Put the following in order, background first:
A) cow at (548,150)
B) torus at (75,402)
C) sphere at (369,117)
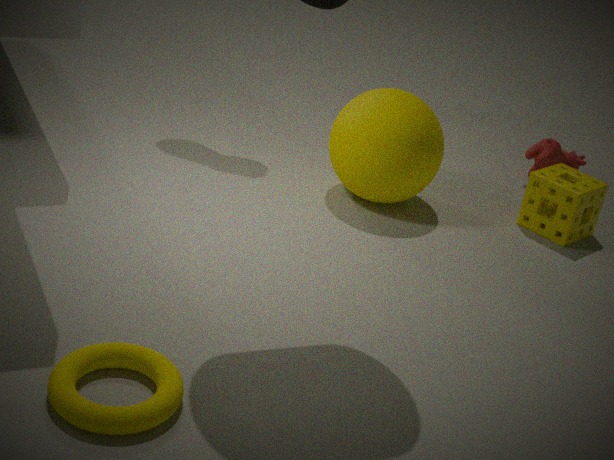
cow at (548,150), sphere at (369,117), torus at (75,402)
